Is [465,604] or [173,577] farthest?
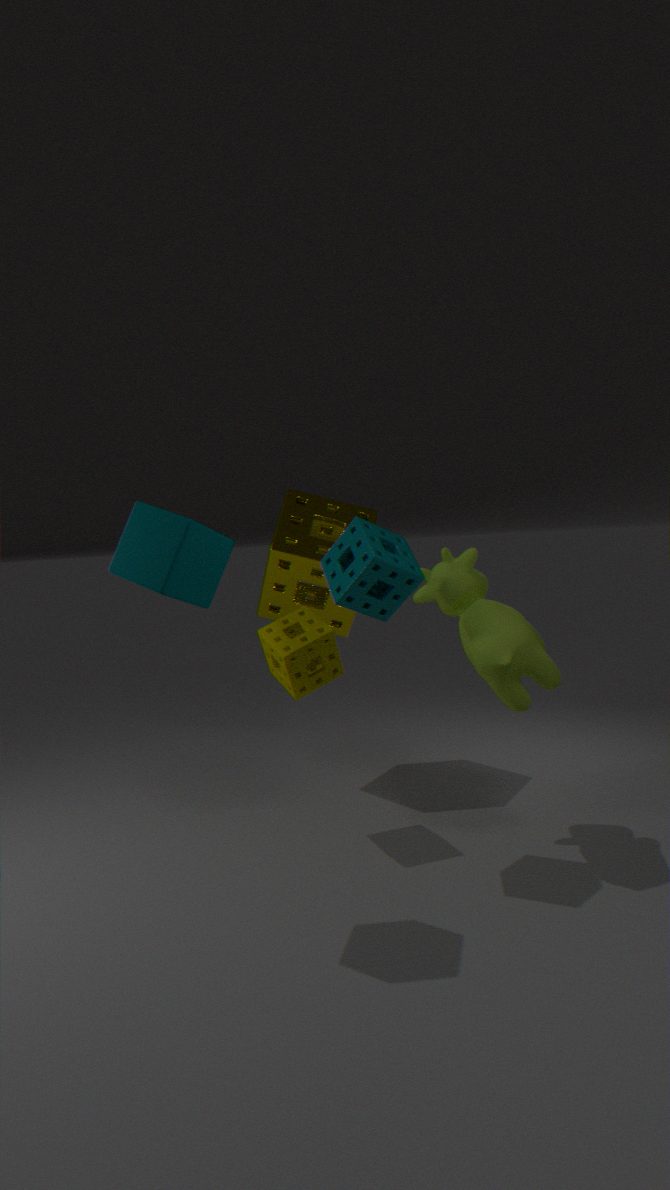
[465,604]
